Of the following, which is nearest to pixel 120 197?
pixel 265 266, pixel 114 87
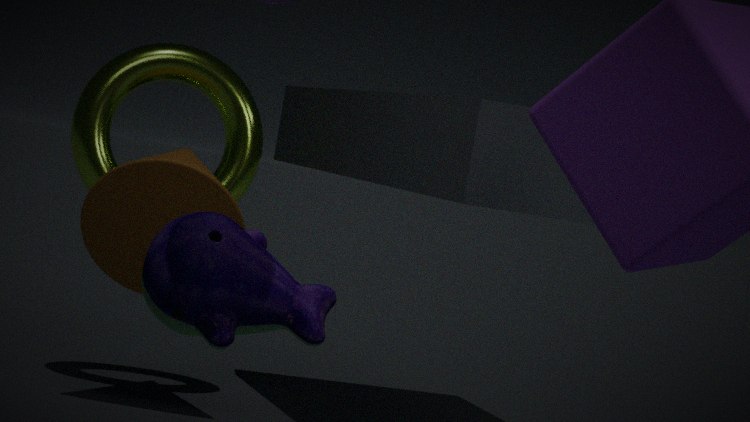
pixel 114 87
